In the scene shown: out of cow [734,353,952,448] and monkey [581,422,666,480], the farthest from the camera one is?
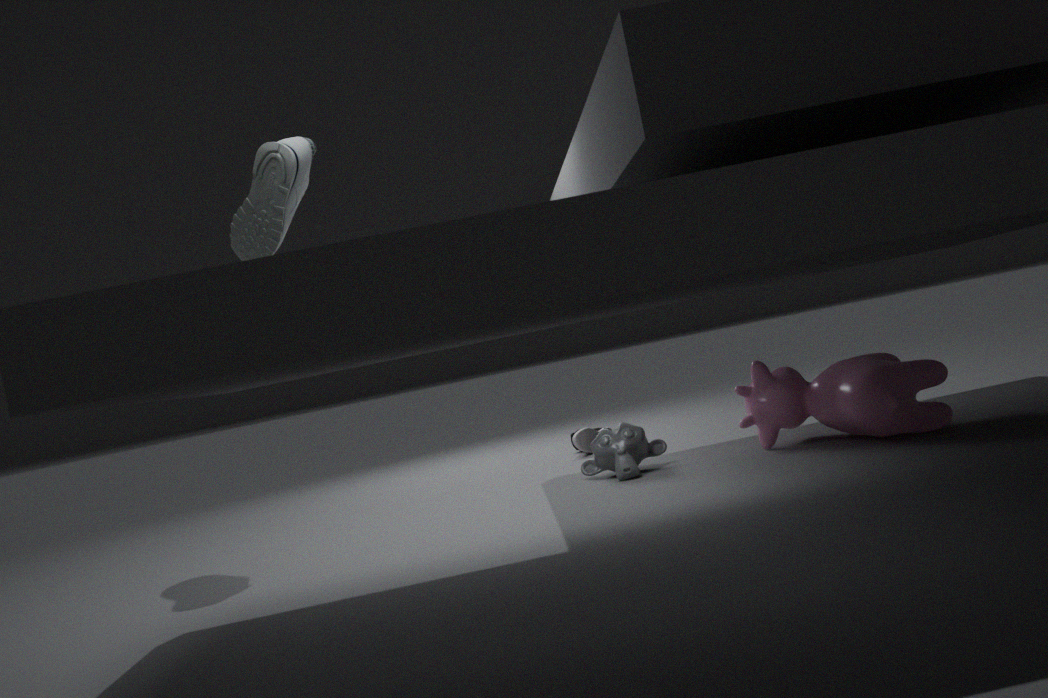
monkey [581,422,666,480]
